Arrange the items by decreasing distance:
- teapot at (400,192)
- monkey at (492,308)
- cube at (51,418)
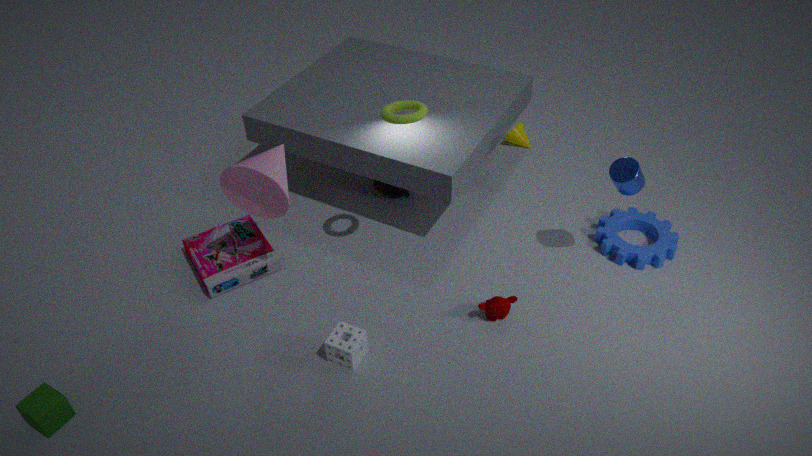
teapot at (400,192)
monkey at (492,308)
cube at (51,418)
